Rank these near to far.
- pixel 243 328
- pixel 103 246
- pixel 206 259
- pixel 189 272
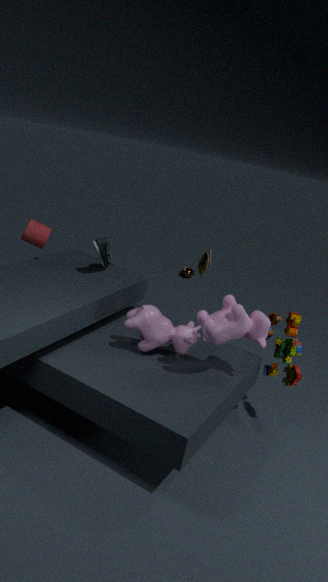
pixel 243 328
pixel 103 246
pixel 206 259
pixel 189 272
